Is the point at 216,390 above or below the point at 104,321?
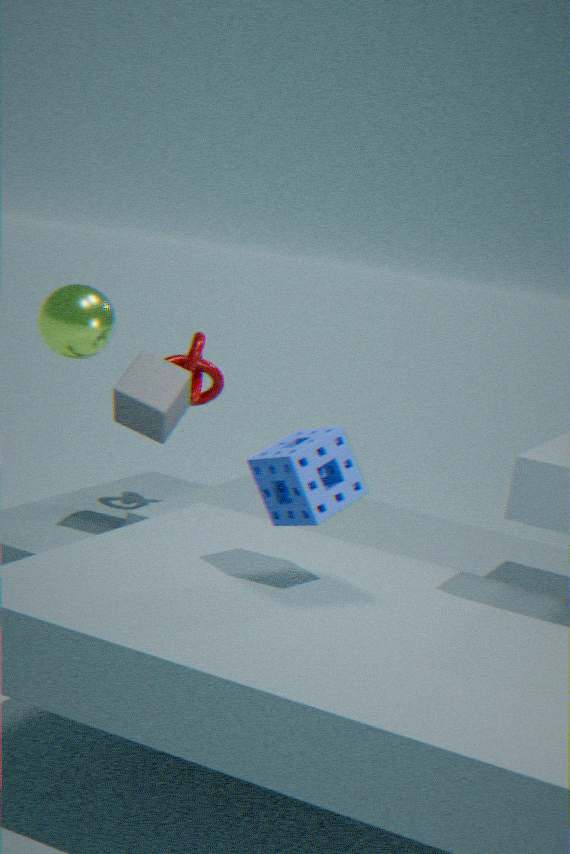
below
